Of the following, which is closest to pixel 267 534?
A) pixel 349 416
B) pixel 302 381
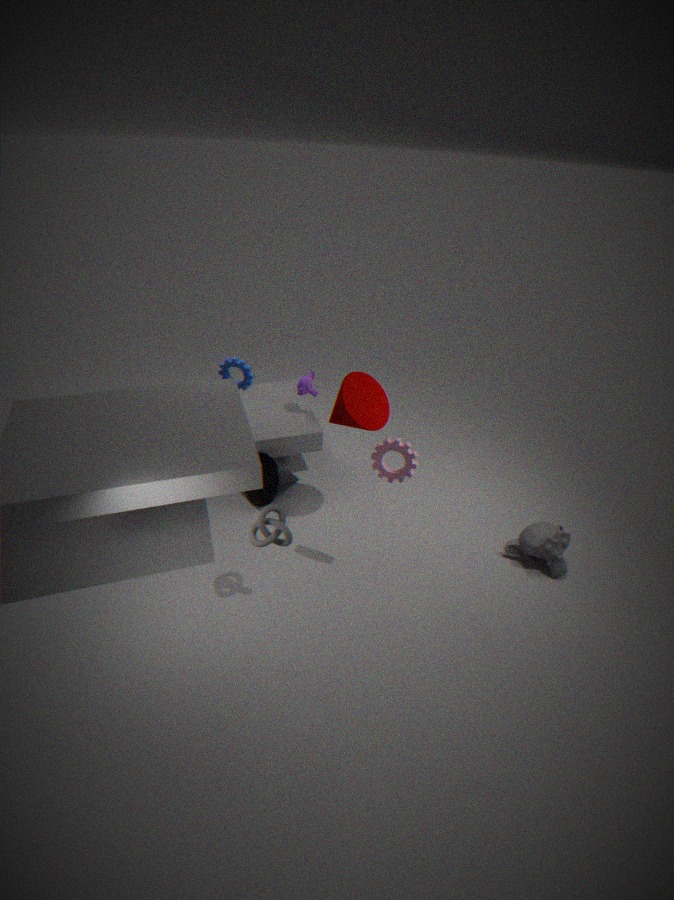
pixel 349 416
